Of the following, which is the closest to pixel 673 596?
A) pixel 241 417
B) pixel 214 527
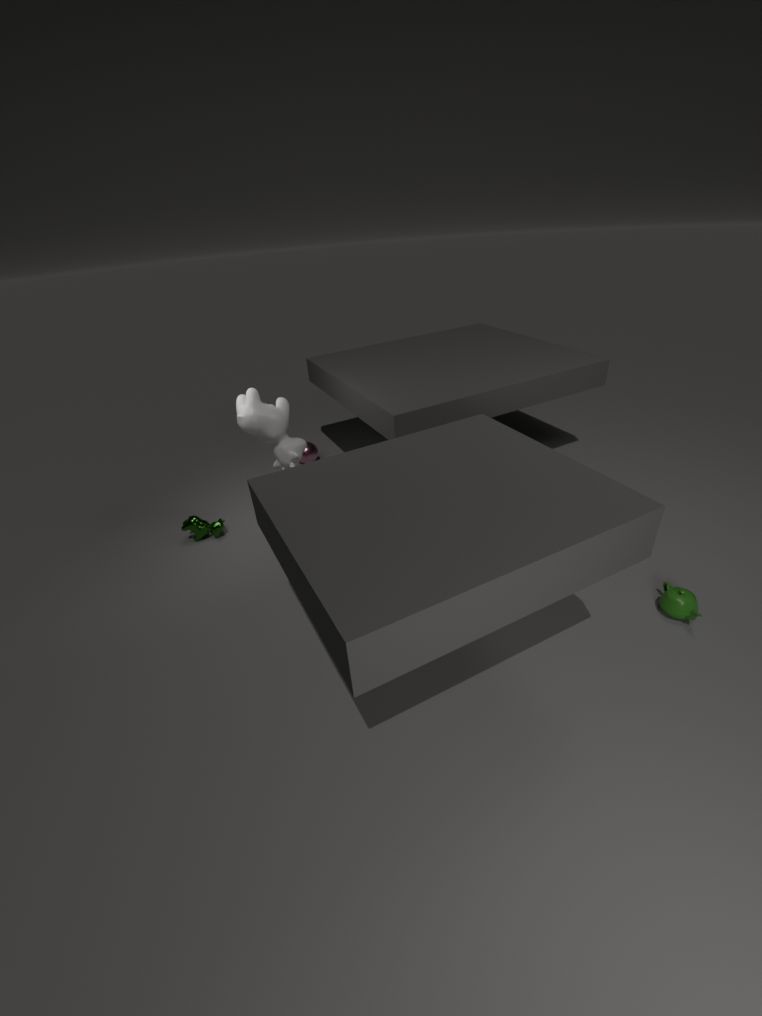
pixel 241 417
